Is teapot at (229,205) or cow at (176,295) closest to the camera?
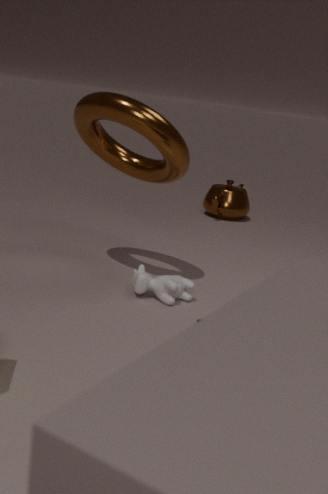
cow at (176,295)
